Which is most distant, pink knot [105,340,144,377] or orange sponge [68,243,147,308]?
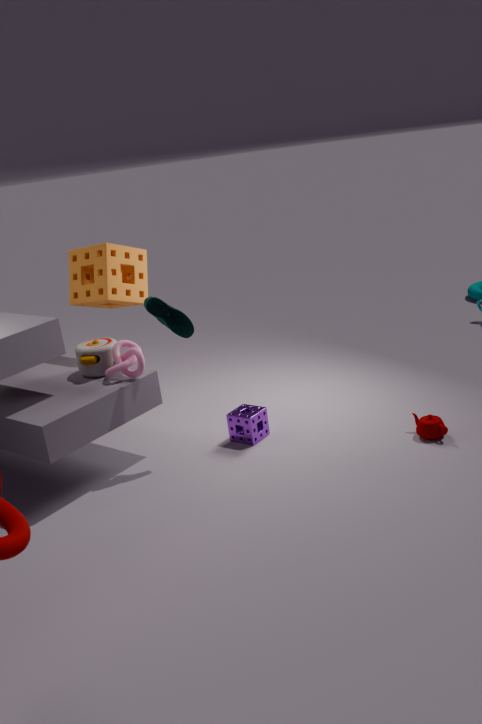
orange sponge [68,243,147,308]
